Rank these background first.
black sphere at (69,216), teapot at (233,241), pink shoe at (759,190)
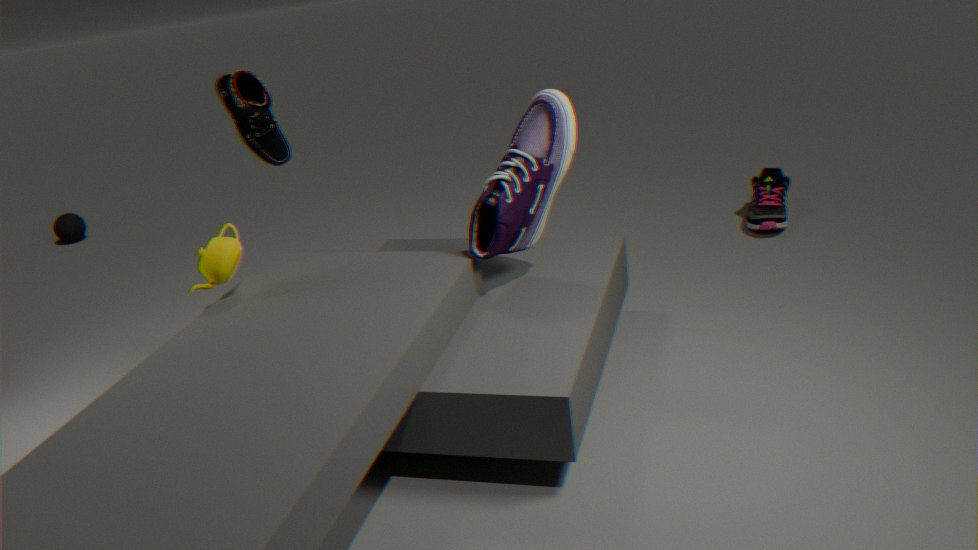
black sphere at (69,216) → pink shoe at (759,190) → teapot at (233,241)
